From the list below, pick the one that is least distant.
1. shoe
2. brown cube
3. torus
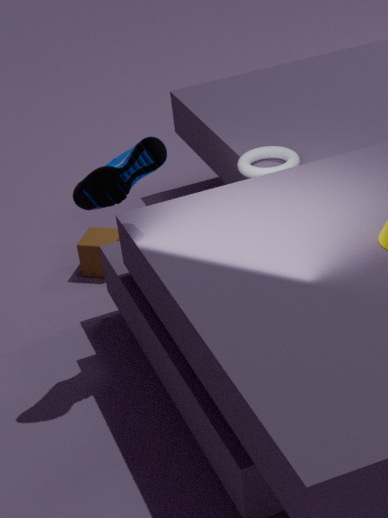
shoe
